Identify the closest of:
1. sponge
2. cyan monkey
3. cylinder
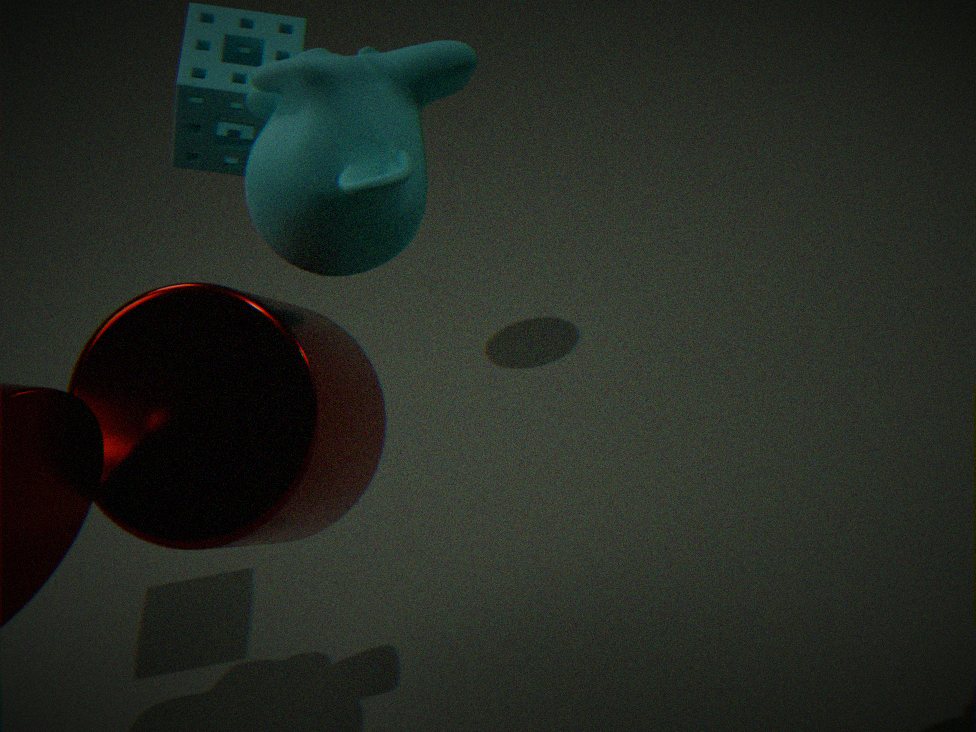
cylinder
